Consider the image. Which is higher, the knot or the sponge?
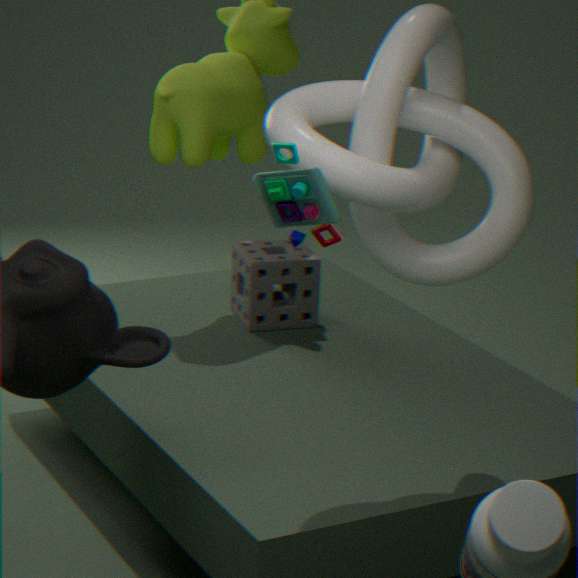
the knot
